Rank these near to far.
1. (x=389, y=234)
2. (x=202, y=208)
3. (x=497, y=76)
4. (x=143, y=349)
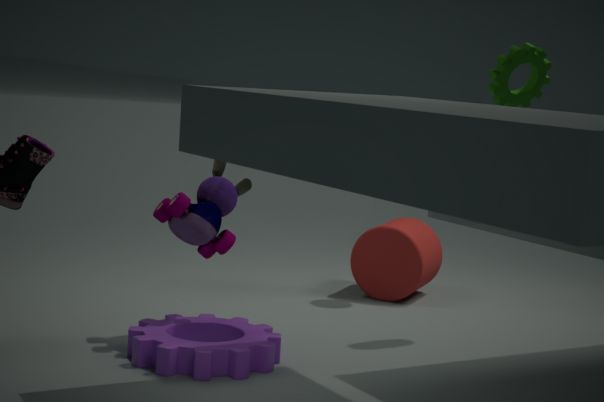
(x=143, y=349)
(x=202, y=208)
(x=497, y=76)
(x=389, y=234)
